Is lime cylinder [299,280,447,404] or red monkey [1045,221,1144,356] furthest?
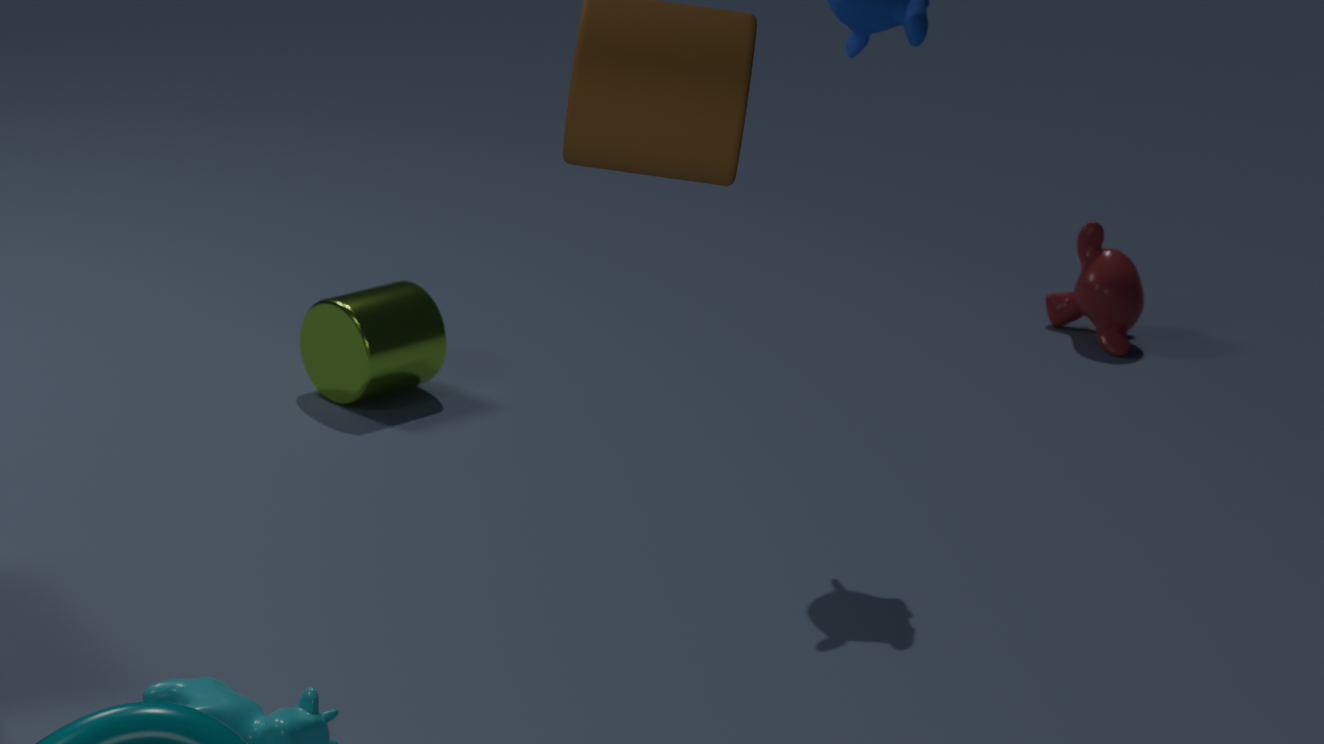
red monkey [1045,221,1144,356]
